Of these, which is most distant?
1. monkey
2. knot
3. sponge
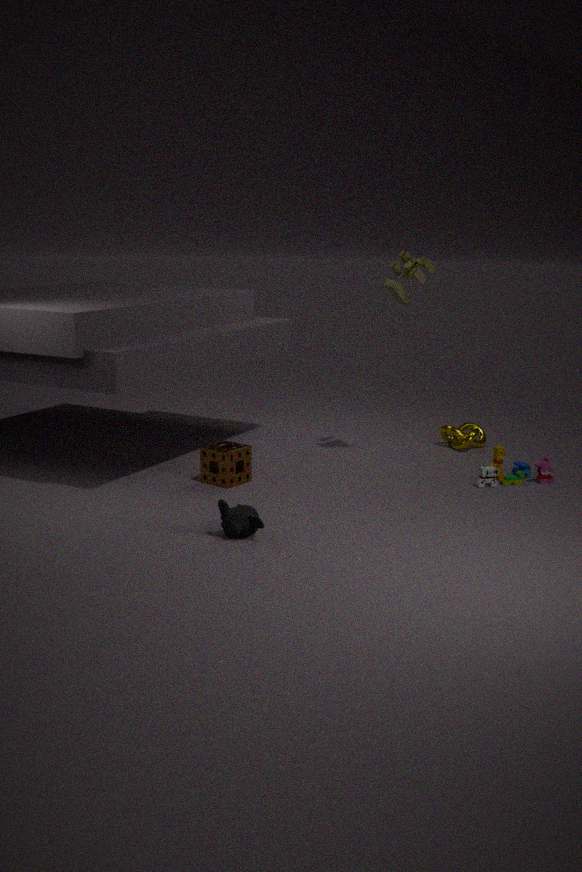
knot
